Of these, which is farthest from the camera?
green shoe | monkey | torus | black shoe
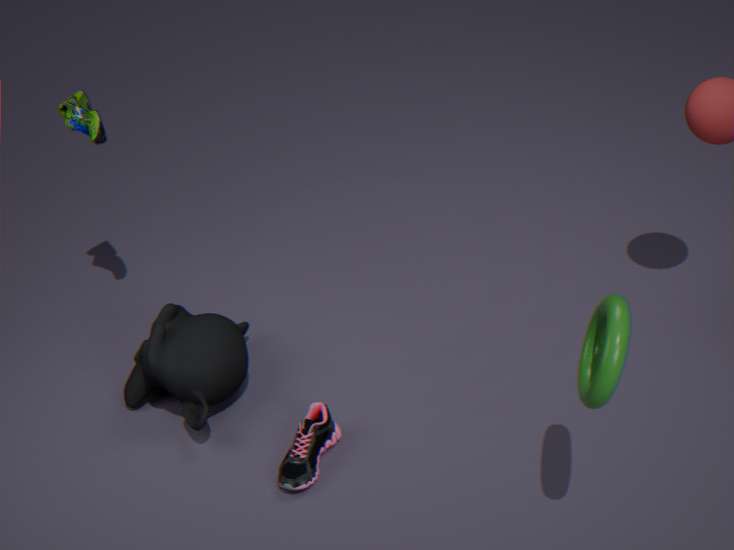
green shoe
